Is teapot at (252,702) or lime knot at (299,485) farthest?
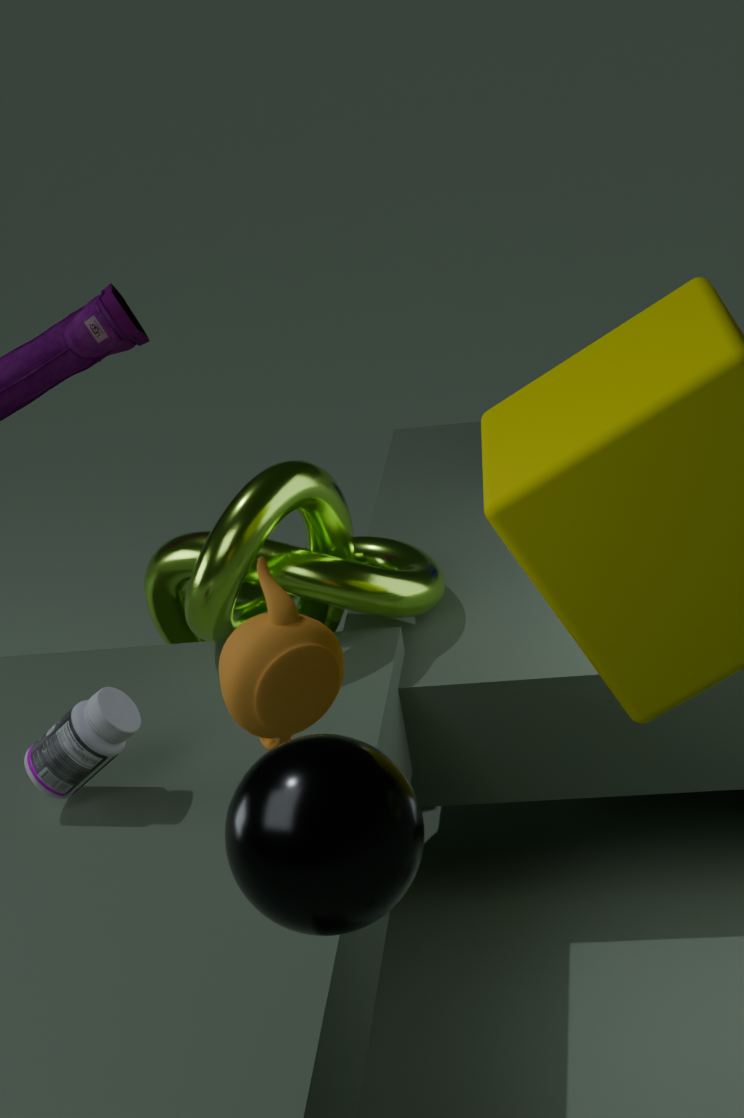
lime knot at (299,485)
